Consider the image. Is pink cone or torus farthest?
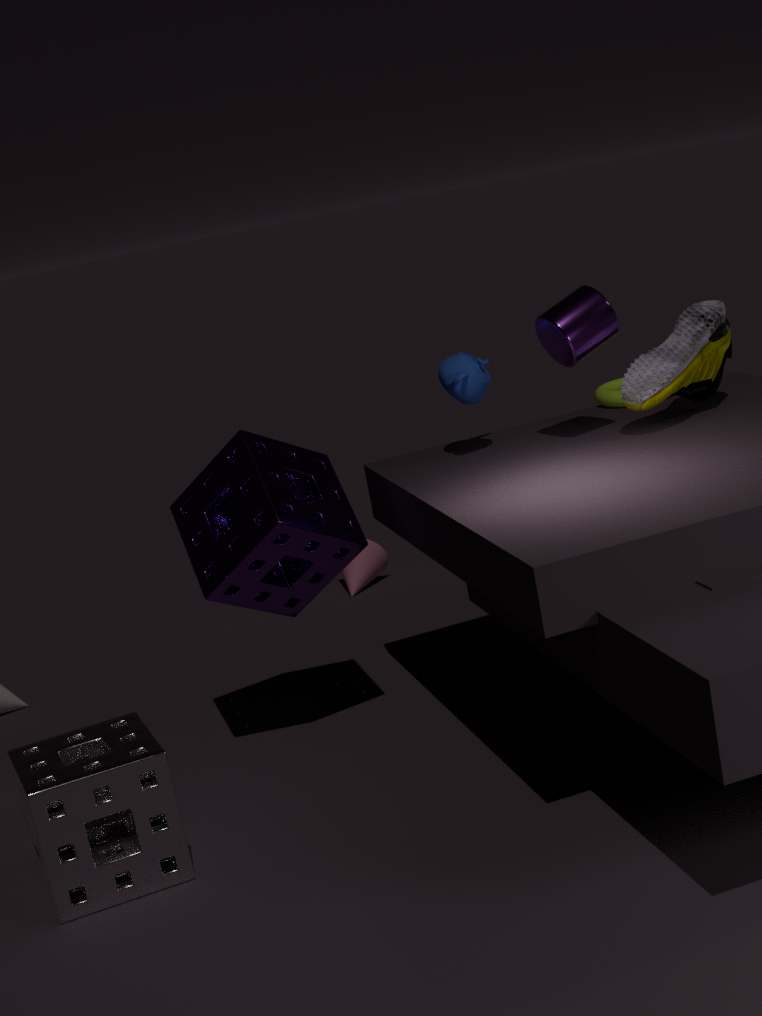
pink cone
